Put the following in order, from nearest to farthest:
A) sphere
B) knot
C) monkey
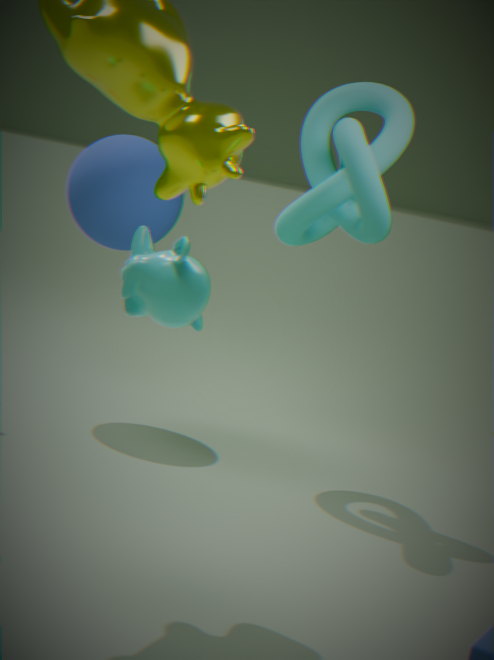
monkey → knot → sphere
